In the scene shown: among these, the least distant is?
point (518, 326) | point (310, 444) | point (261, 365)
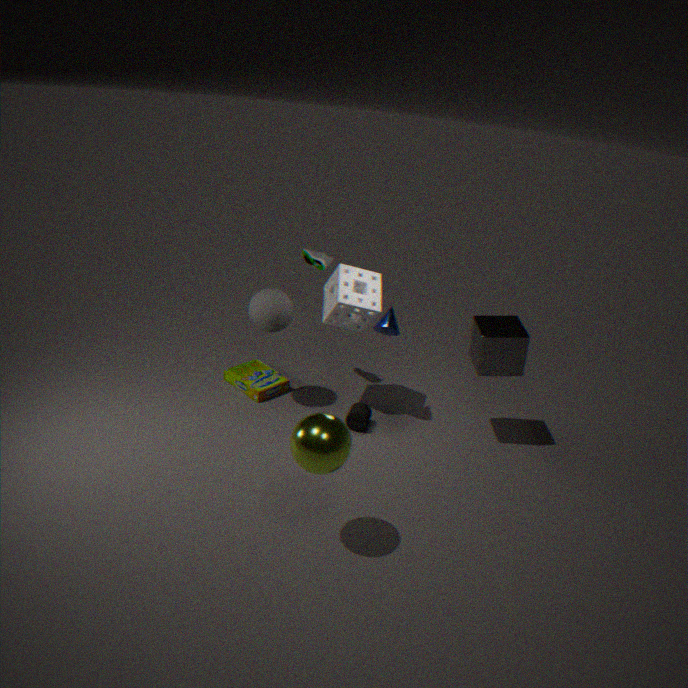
point (310, 444)
